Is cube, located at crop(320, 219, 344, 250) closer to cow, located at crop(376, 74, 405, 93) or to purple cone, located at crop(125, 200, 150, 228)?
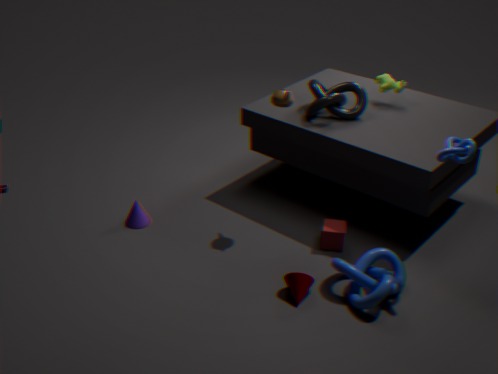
cow, located at crop(376, 74, 405, 93)
